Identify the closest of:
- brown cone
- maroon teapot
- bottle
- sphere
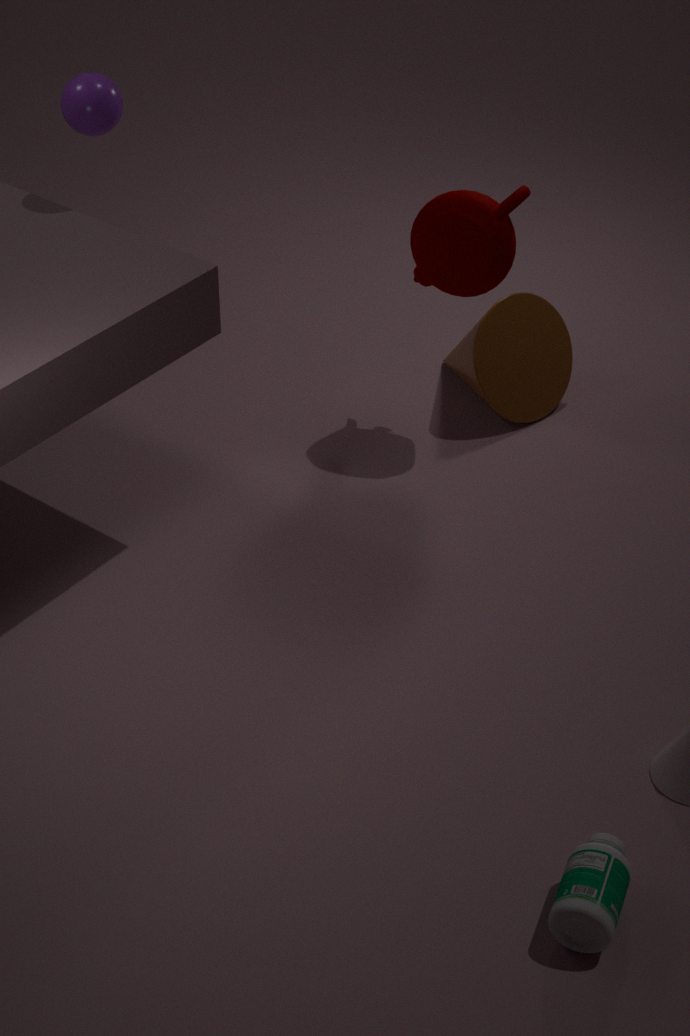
bottle
